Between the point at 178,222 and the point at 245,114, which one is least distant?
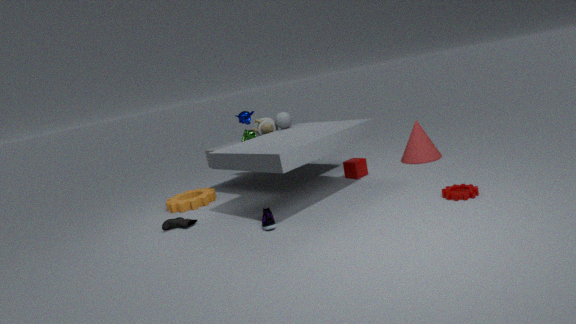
the point at 178,222
